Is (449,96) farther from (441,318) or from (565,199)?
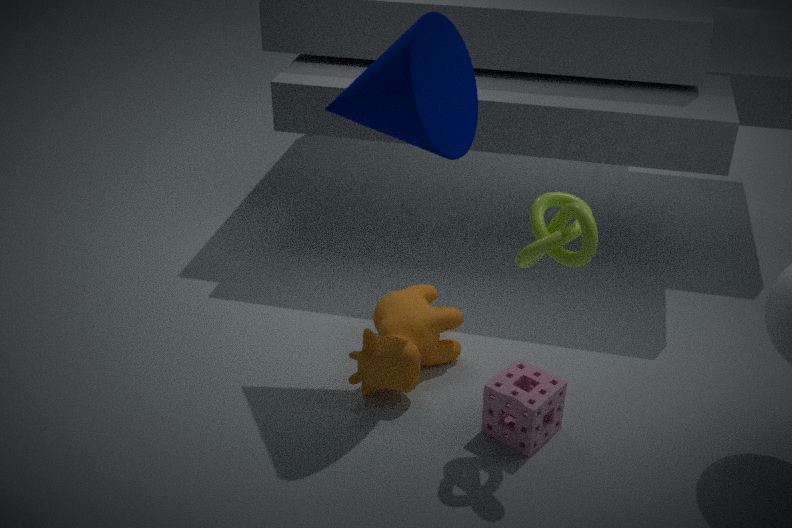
(441,318)
